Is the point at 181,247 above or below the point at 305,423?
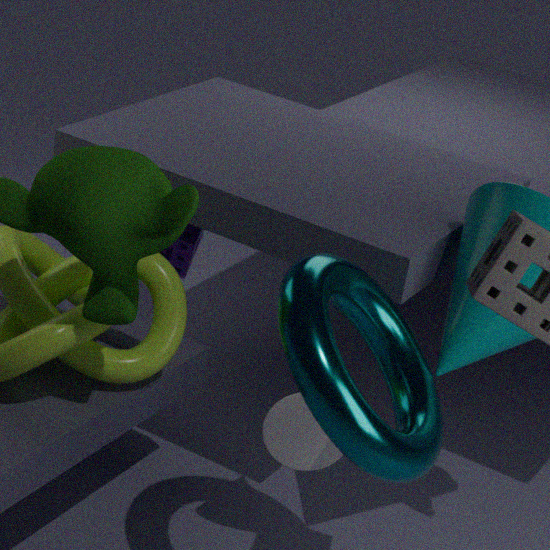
above
